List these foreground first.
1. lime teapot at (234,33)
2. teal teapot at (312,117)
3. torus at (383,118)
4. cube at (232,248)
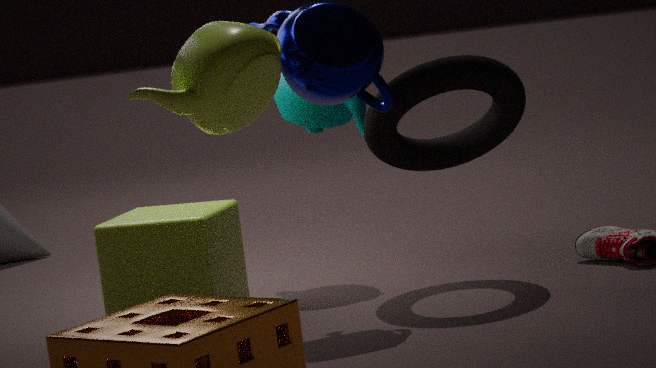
1. lime teapot at (234,33)
2. cube at (232,248)
3. torus at (383,118)
4. teal teapot at (312,117)
